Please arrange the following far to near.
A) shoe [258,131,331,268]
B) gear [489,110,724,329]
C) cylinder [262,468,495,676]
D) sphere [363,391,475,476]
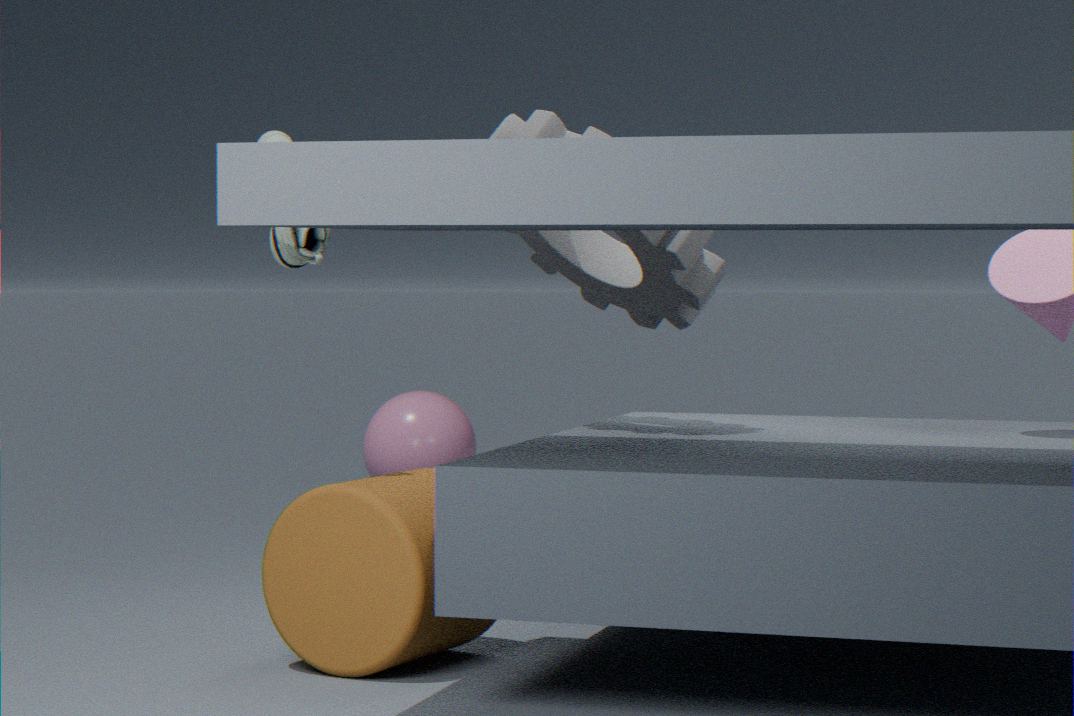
D. sphere [363,391,475,476] < B. gear [489,110,724,329] < A. shoe [258,131,331,268] < C. cylinder [262,468,495,676]
